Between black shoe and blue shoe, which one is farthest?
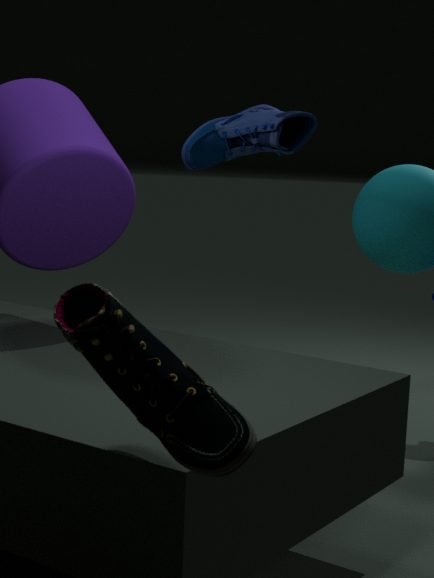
blue shoe
